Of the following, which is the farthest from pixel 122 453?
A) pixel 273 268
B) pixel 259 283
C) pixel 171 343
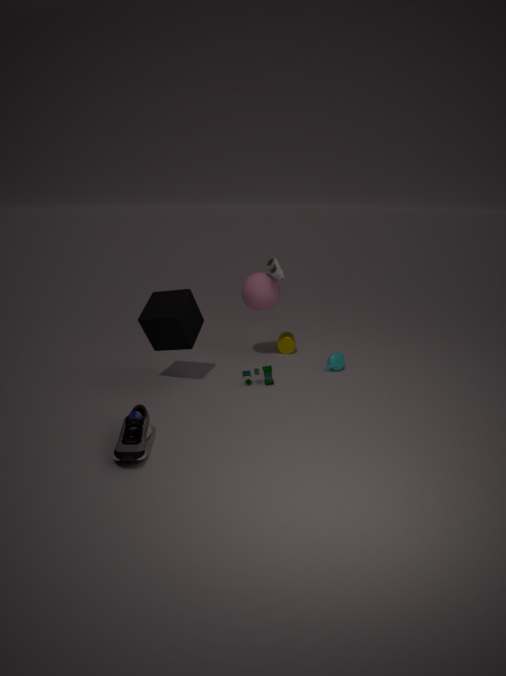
pixel 273 268
